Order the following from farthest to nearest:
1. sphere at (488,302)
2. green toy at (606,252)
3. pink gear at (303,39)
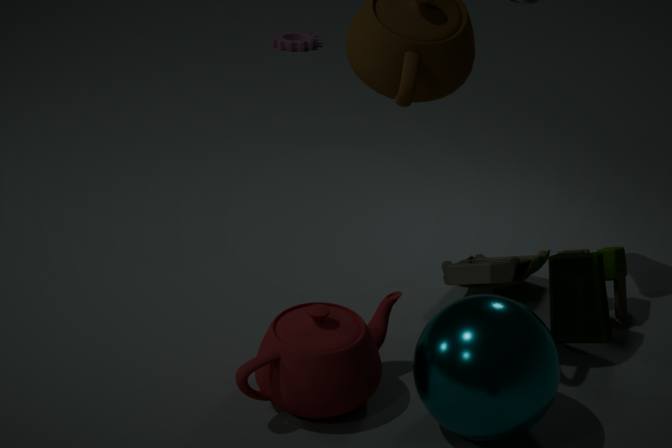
pink gear at (303,39)
green toy at (606,252)
sphere at (488,302)
